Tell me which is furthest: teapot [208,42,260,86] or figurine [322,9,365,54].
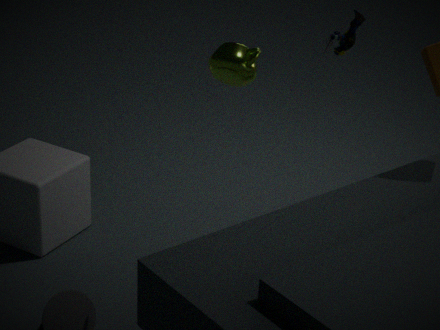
figurine [322,9,365,54]
